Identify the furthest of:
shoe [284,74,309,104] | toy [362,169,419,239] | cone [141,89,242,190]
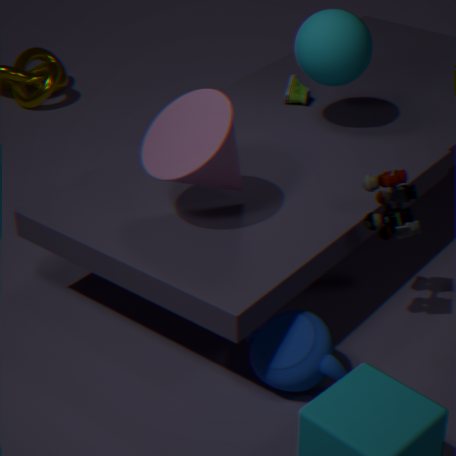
shoe [284,74,309,104]
